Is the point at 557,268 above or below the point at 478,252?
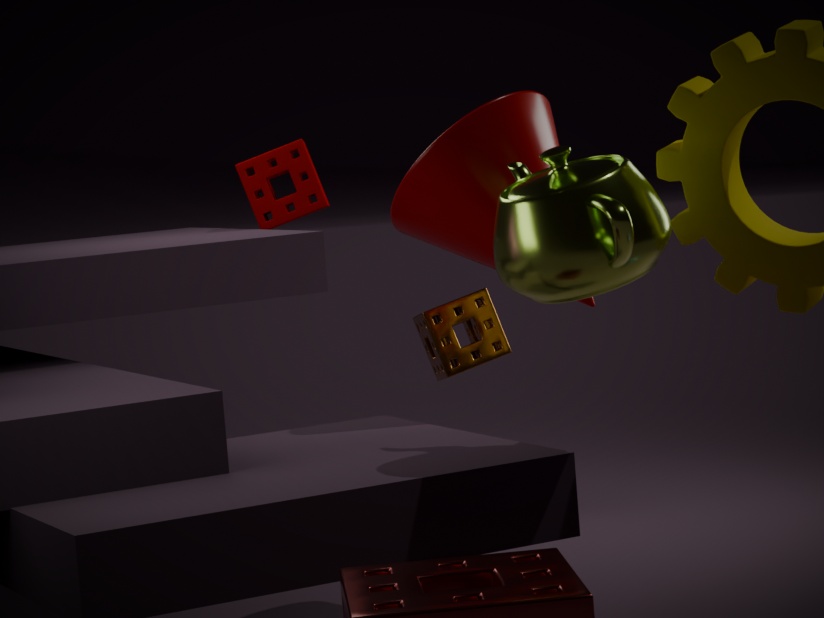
below
